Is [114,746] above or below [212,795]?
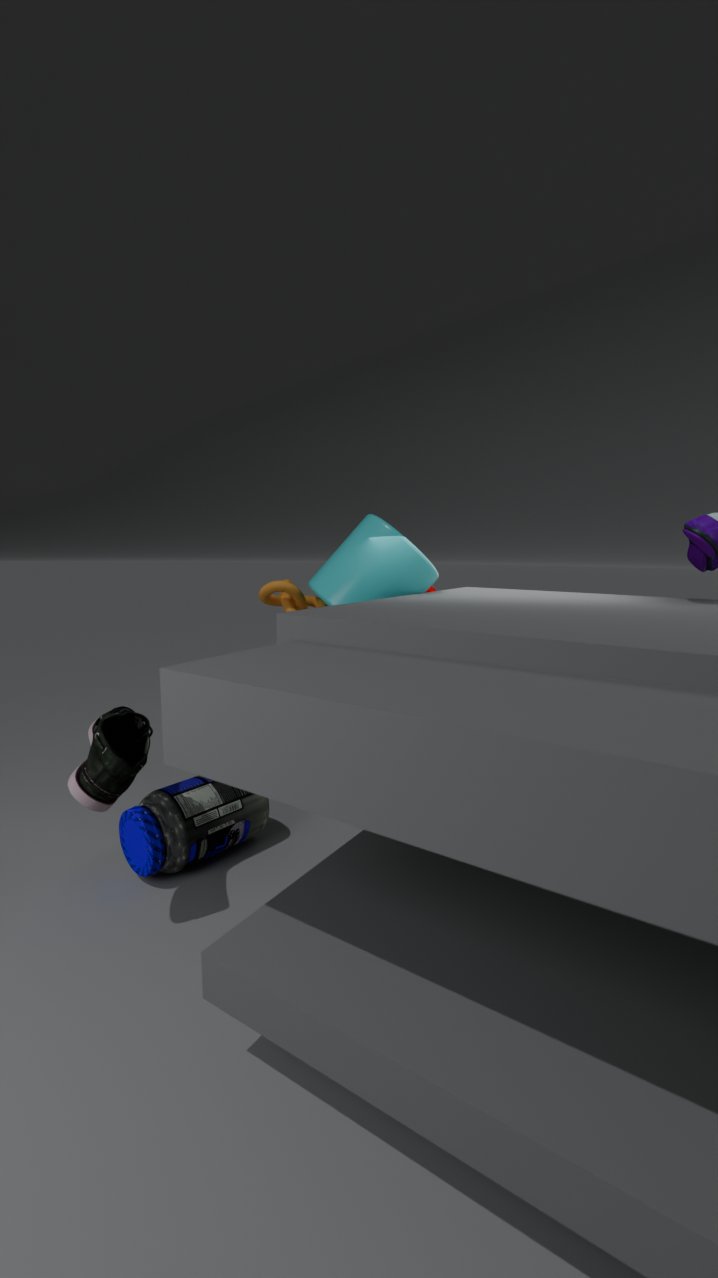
above
